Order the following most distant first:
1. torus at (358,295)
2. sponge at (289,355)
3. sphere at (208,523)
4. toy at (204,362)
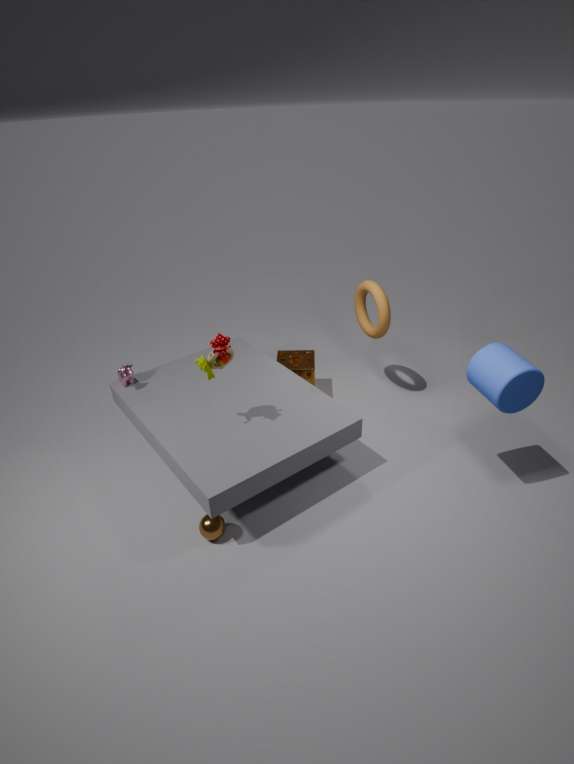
sponge at (289,355), torus at (358,295), toy at (204,362), sphere at (208,523)
